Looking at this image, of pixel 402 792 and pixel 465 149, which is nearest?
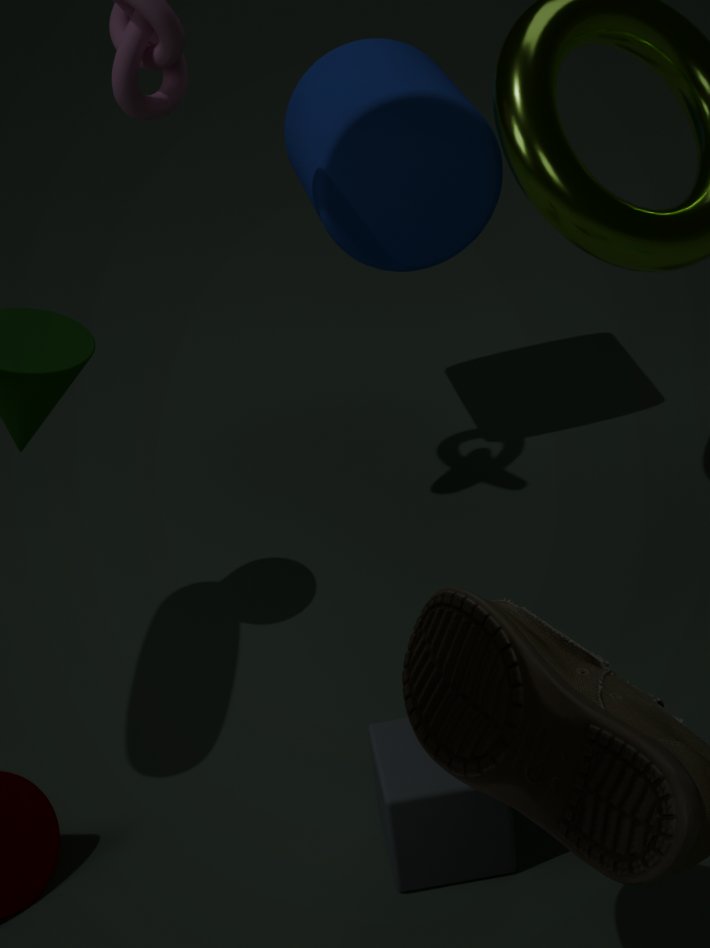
pixel 402 792
